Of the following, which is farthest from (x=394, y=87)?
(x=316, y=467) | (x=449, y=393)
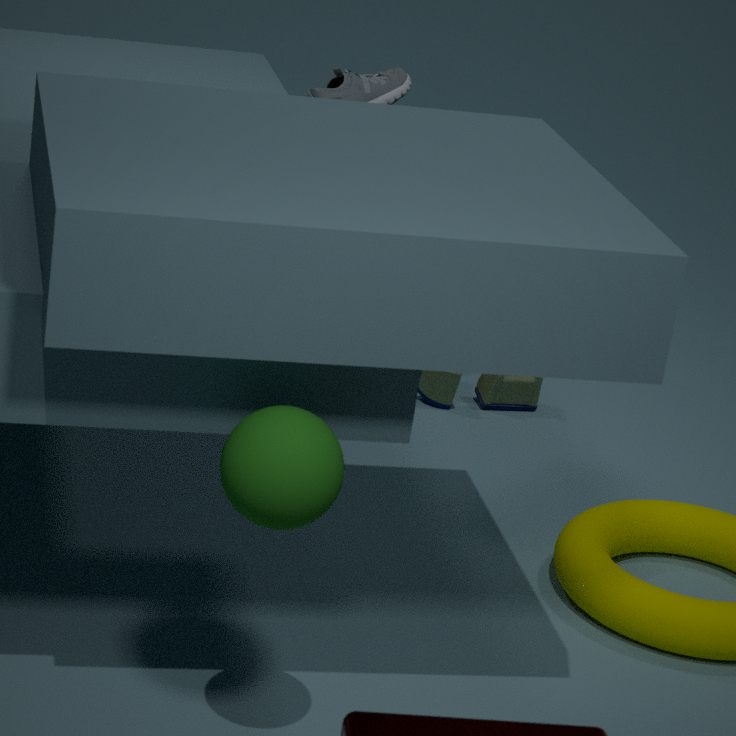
(x=316, y=467)
